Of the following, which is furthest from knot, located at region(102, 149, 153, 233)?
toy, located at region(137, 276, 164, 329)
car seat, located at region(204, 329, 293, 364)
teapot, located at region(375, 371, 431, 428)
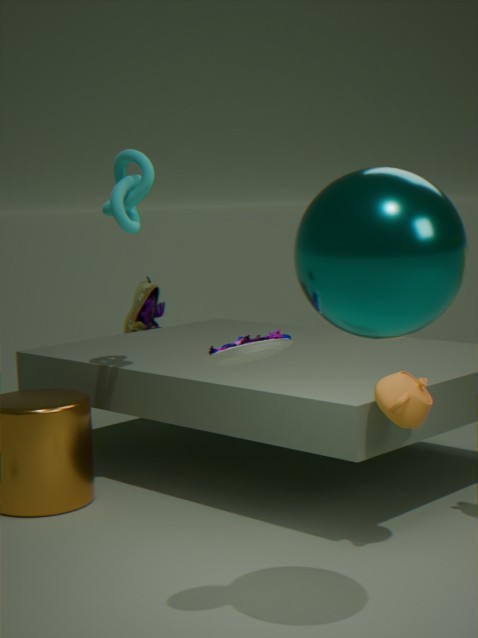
toy, located at region(137, 276, 164, 329)
